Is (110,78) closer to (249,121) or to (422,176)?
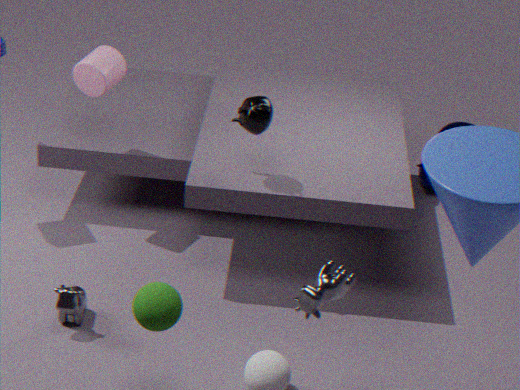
(249,121)
